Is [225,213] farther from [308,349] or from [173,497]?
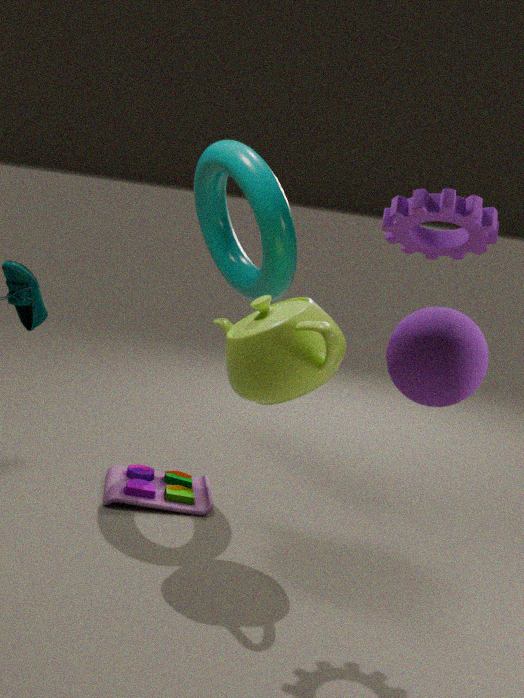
[173,497]
